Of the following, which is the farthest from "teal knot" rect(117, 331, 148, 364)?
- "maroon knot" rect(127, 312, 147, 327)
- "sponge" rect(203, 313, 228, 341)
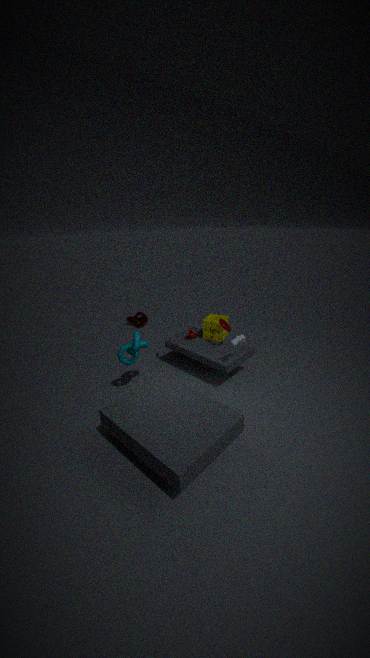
"maroon knot" rect(127, 312, 147, 327)
